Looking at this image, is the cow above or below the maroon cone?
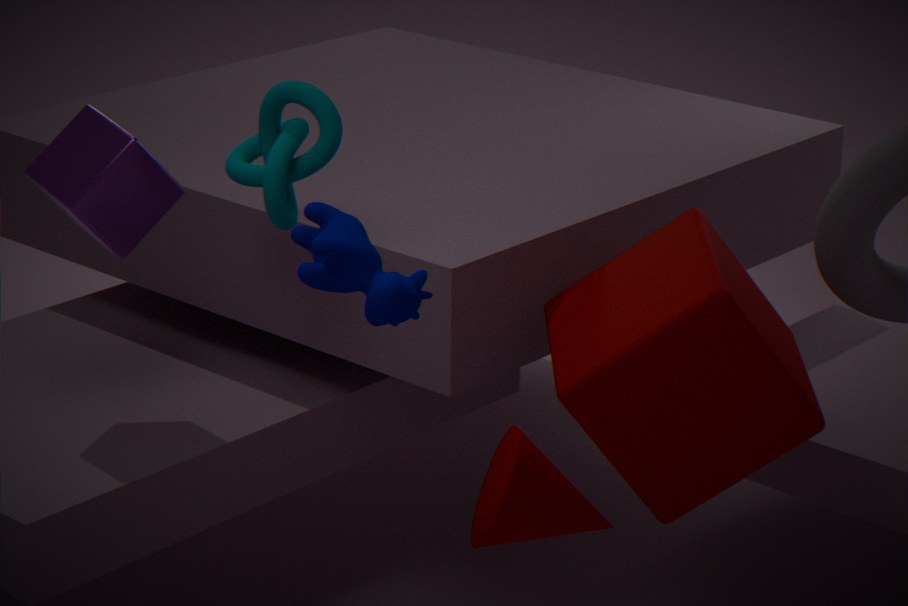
above
